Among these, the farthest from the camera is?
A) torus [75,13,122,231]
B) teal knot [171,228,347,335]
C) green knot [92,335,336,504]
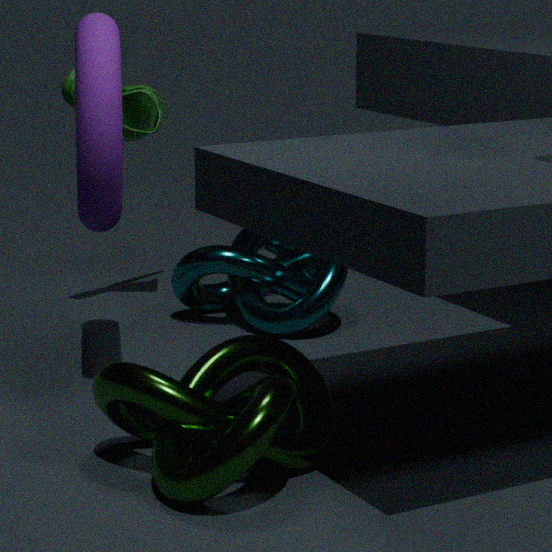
teal knot [171,228,347,335]
